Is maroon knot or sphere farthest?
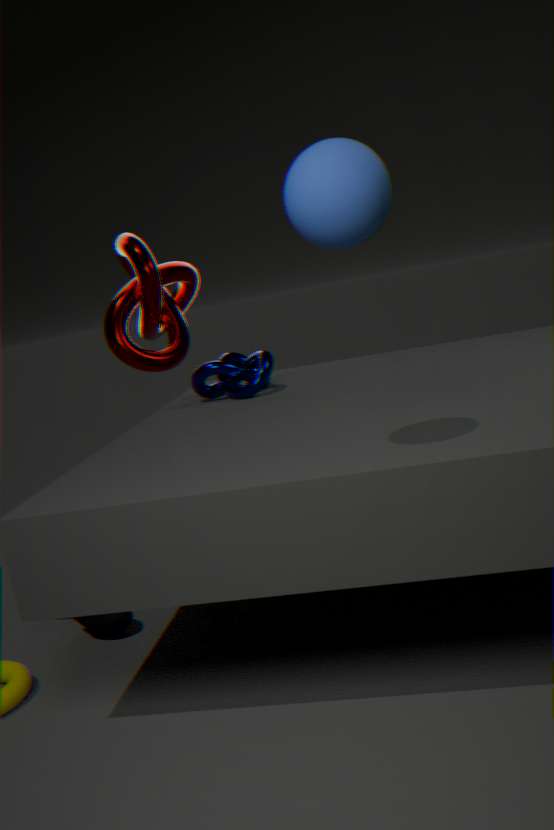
maroon knot
